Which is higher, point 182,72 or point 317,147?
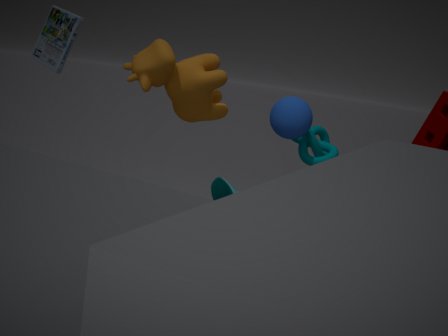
point 182,72
